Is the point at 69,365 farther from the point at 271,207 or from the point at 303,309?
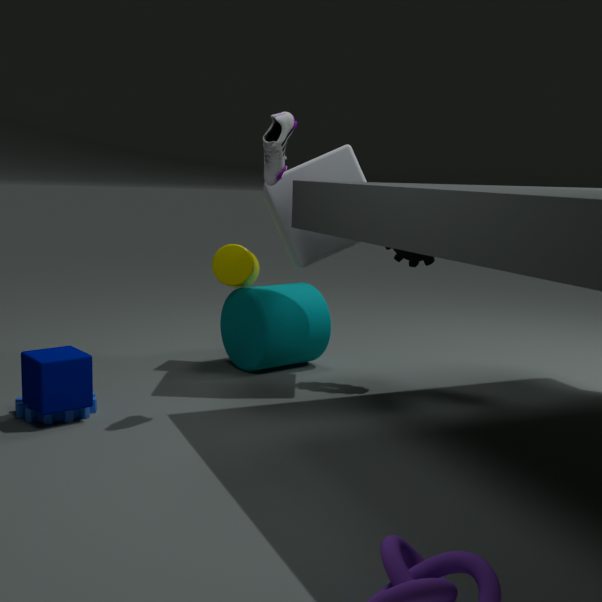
the point at 271,207
